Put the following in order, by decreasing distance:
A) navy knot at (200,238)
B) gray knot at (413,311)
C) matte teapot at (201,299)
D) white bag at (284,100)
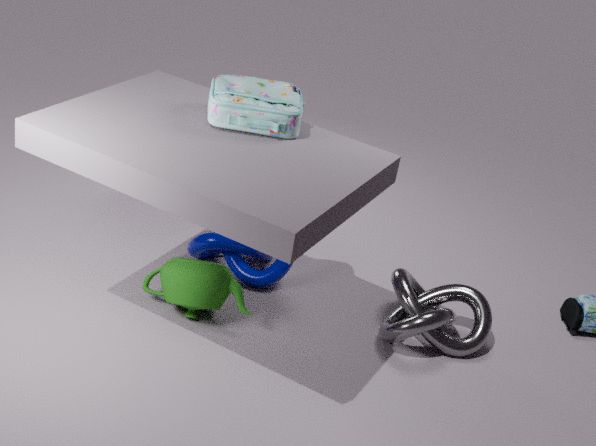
1. navy knot at (200,238)
2. gray knot at (413,311)
3. matte teapot at (201,299)
4. white bag at (284,100)
